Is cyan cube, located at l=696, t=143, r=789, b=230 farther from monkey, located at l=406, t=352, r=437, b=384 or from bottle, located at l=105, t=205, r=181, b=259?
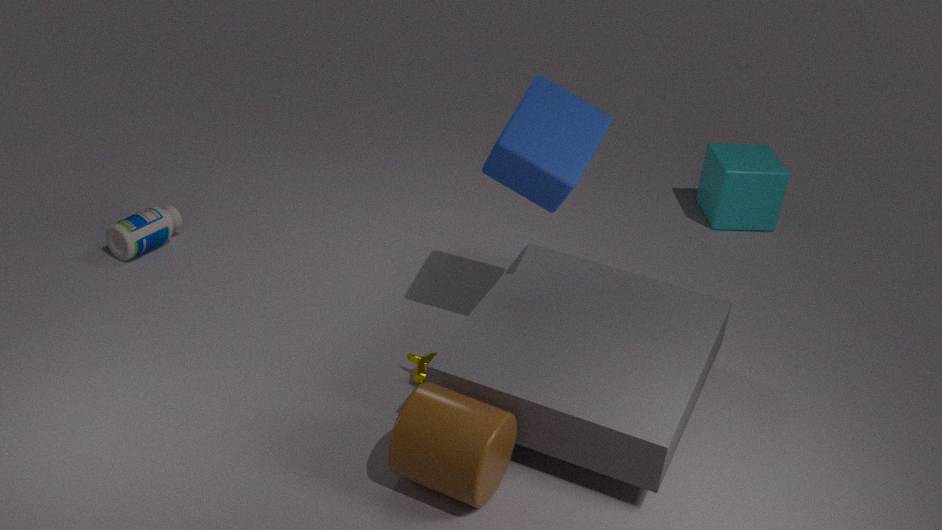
bottle, located at l=105, t=205, r=181, b=259
